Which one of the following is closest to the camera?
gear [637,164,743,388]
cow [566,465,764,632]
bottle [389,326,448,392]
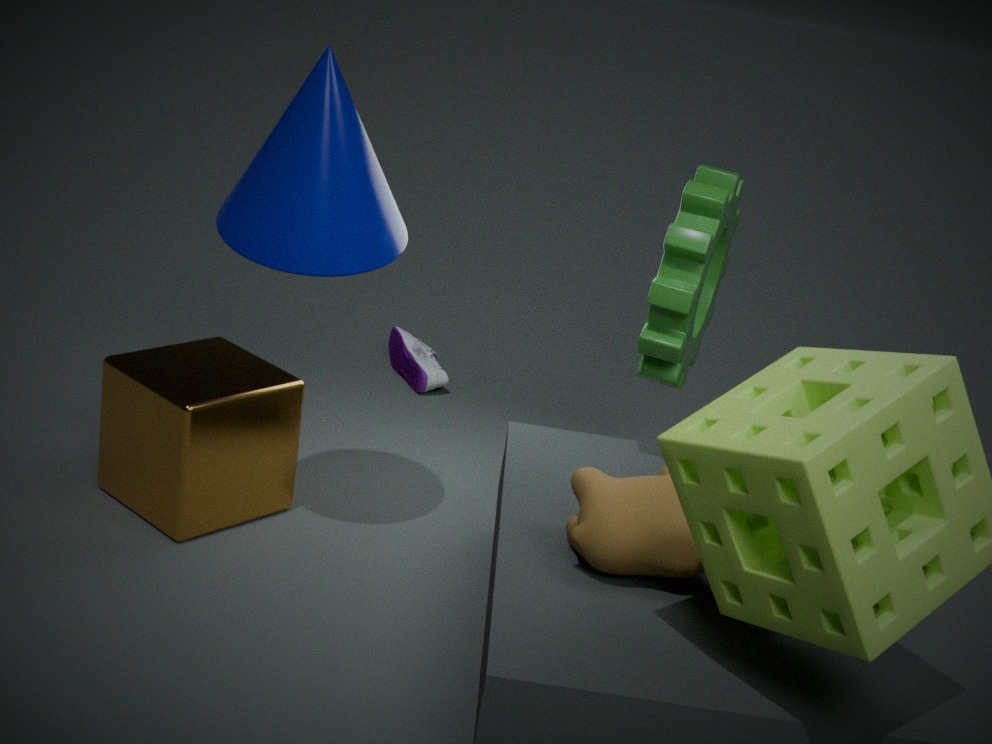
cow [566,465,764,632]
